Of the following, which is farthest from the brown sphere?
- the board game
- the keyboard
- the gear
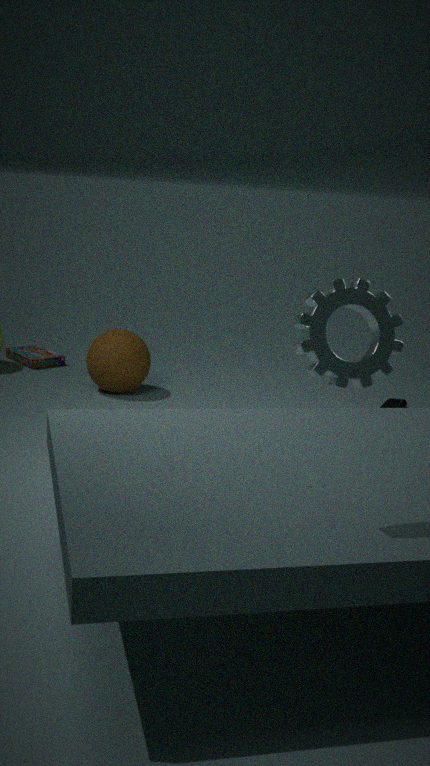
the gear
